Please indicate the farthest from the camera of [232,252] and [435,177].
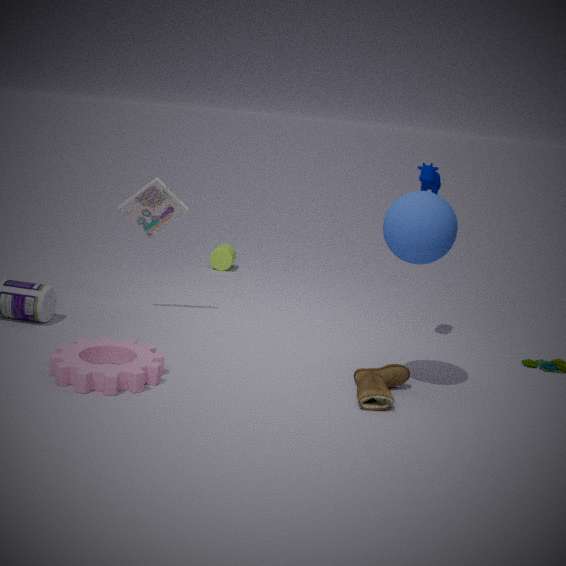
[232,252]
